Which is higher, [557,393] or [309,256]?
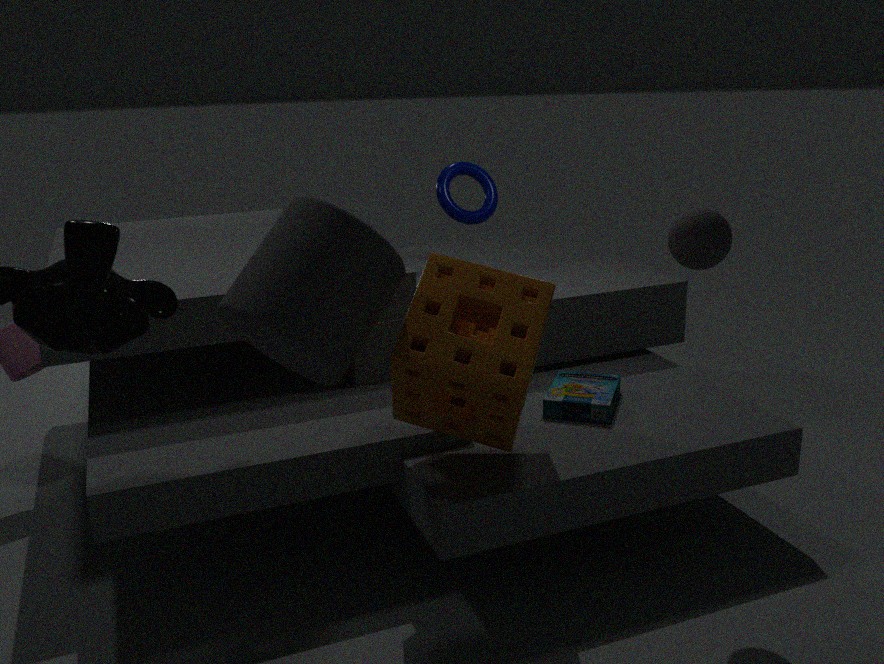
[309,256]
